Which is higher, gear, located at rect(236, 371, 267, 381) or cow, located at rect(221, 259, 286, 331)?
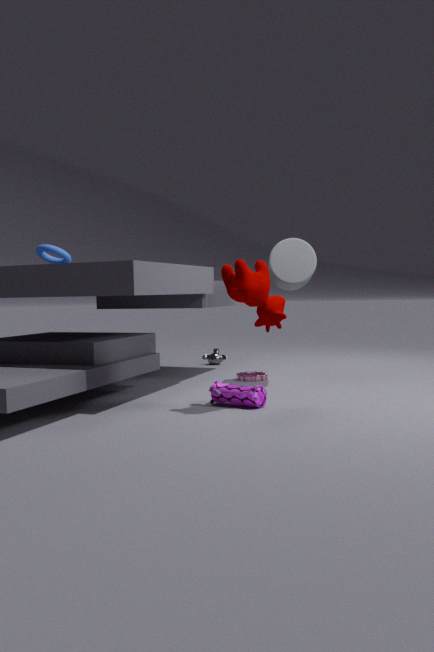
cow, located at rect(221, 259, 286, 331)
